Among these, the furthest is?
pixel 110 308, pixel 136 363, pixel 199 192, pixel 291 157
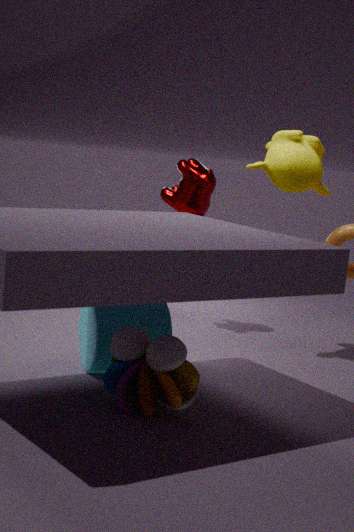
pixel 199 192
